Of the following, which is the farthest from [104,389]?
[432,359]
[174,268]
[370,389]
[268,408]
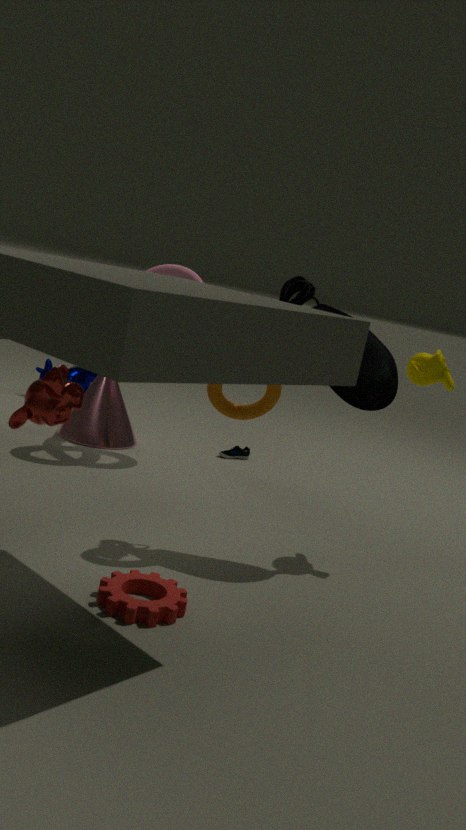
[432,359]
